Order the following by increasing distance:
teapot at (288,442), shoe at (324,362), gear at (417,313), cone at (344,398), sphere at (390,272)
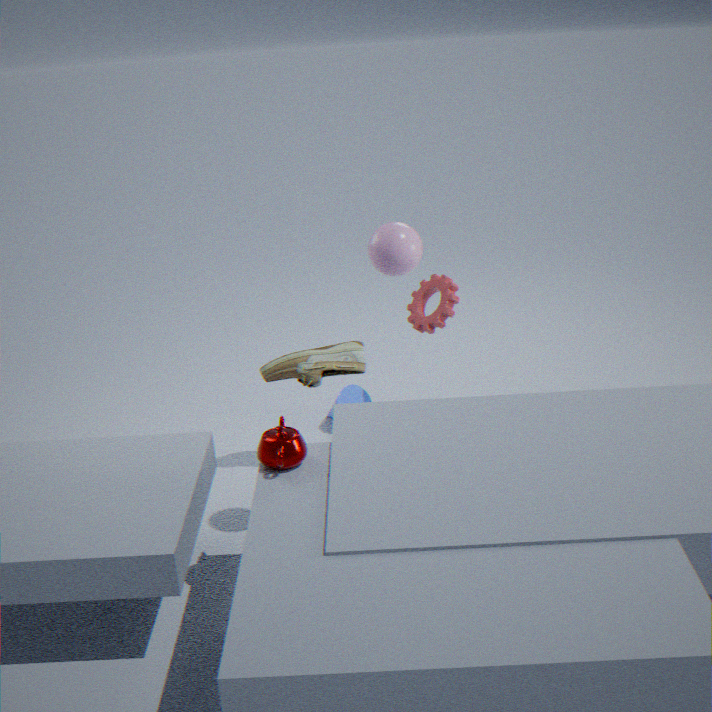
1. sphere at (390,272)
2. teapot at (288,442)
3. shoe at (324,362)
4. gear at (417,313)
5. cone at (344,398)
